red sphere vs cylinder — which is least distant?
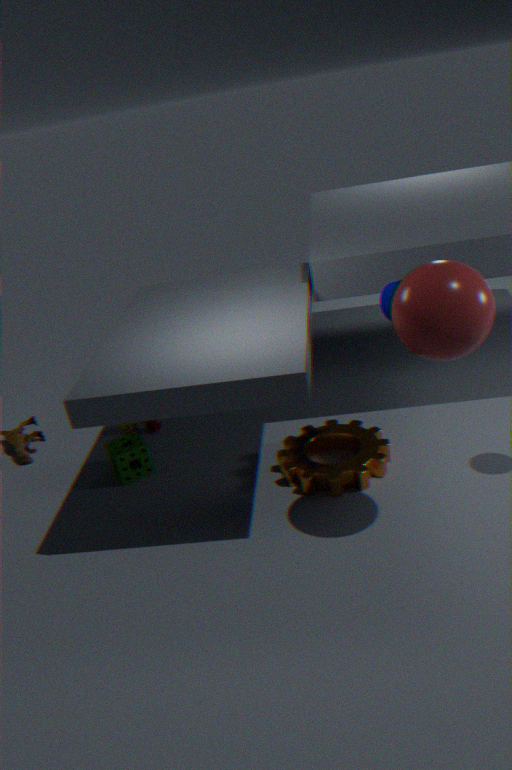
red sphere
